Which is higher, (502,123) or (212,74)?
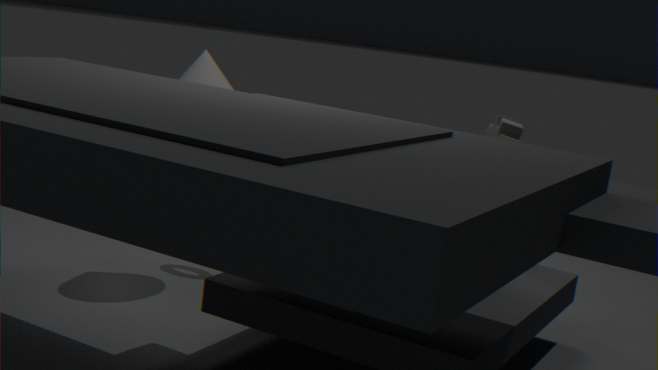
(212,74)
